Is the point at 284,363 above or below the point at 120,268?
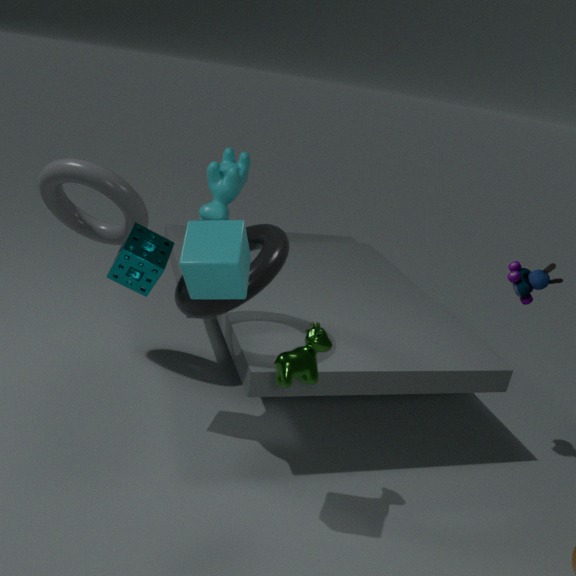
below
